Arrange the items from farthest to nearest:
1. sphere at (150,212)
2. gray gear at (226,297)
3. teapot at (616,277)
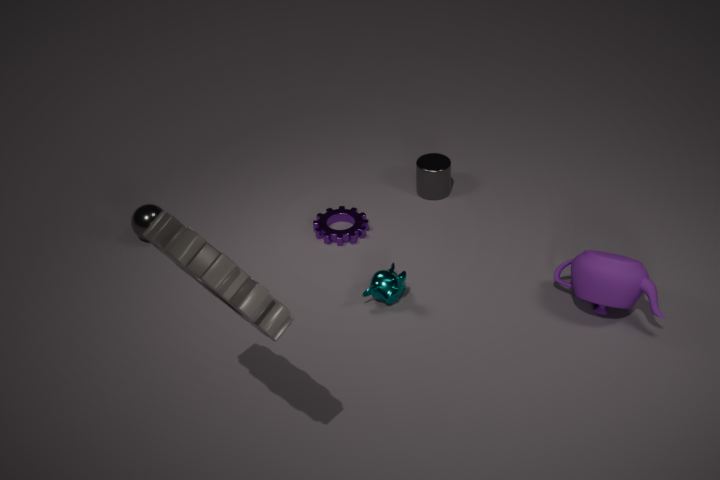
sphere at (150,212), teapot at (616,277), gray gear at (226,297)
